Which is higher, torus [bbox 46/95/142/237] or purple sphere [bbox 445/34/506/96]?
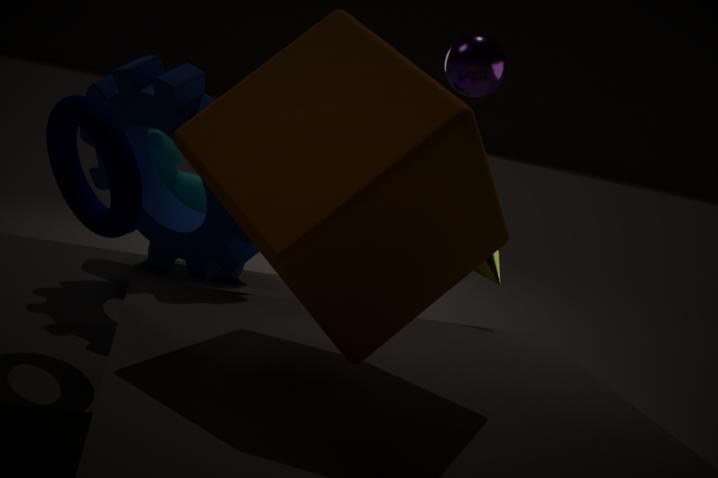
purple sphere [bbox 445/34/506/96]
